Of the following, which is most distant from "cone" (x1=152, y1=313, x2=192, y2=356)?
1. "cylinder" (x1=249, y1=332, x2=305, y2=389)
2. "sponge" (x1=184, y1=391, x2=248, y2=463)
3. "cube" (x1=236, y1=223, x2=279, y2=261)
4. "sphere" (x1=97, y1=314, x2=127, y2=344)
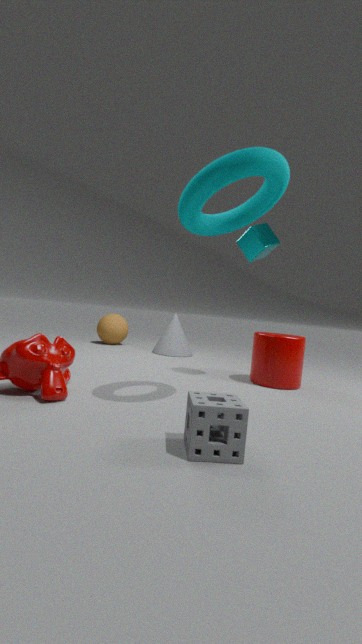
"sponge" (x1=184, y1=391, x2=248, y2=463)
